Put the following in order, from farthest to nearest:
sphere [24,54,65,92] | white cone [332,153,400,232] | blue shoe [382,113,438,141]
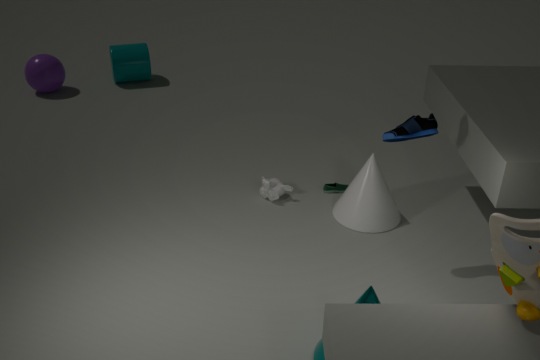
1. sphere [24,54,65,92]
2. white cone [332,153,400,232]
3. blue shoe [382,113,438,141]
